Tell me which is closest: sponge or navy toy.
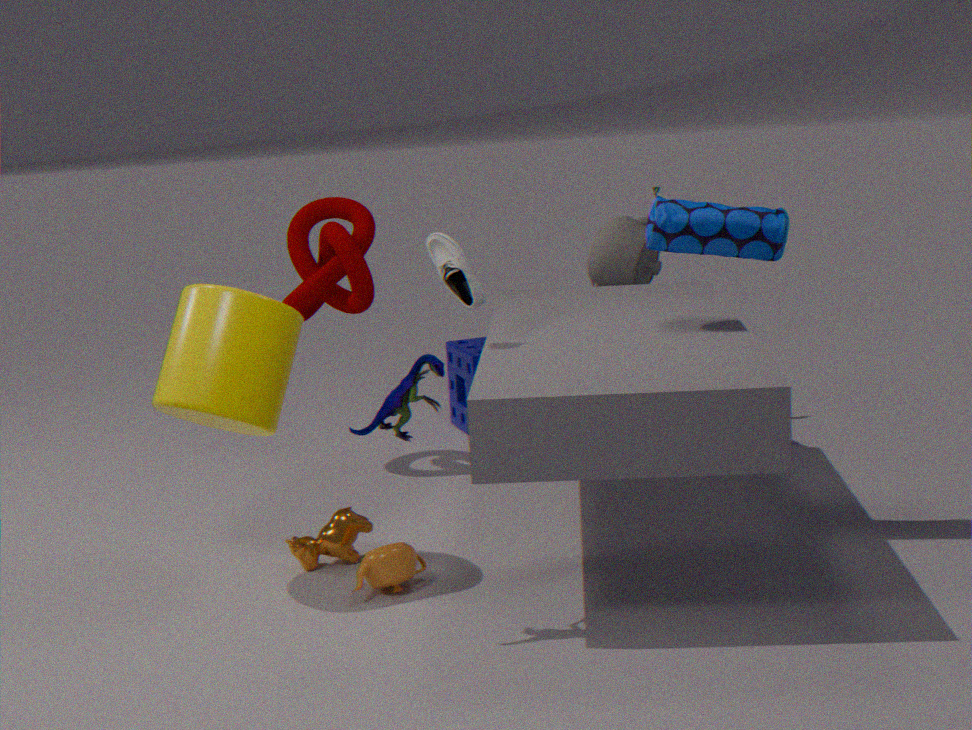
navy toy
